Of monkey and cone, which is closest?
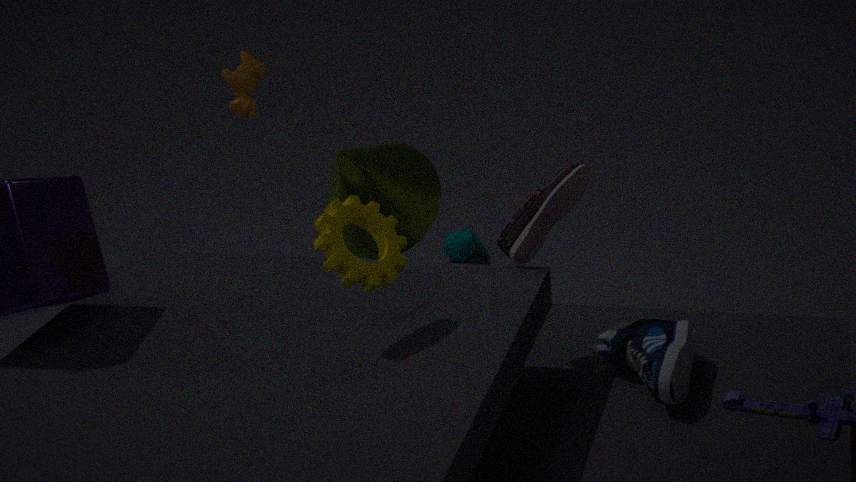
cone
